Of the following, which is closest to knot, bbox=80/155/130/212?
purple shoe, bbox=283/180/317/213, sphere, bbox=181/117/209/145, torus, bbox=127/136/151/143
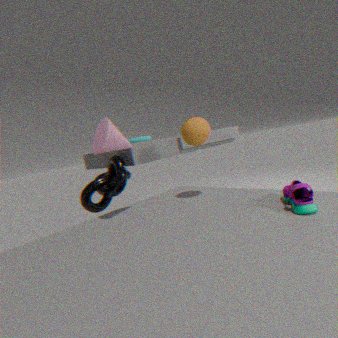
torus, bbox=127/136/151/143
